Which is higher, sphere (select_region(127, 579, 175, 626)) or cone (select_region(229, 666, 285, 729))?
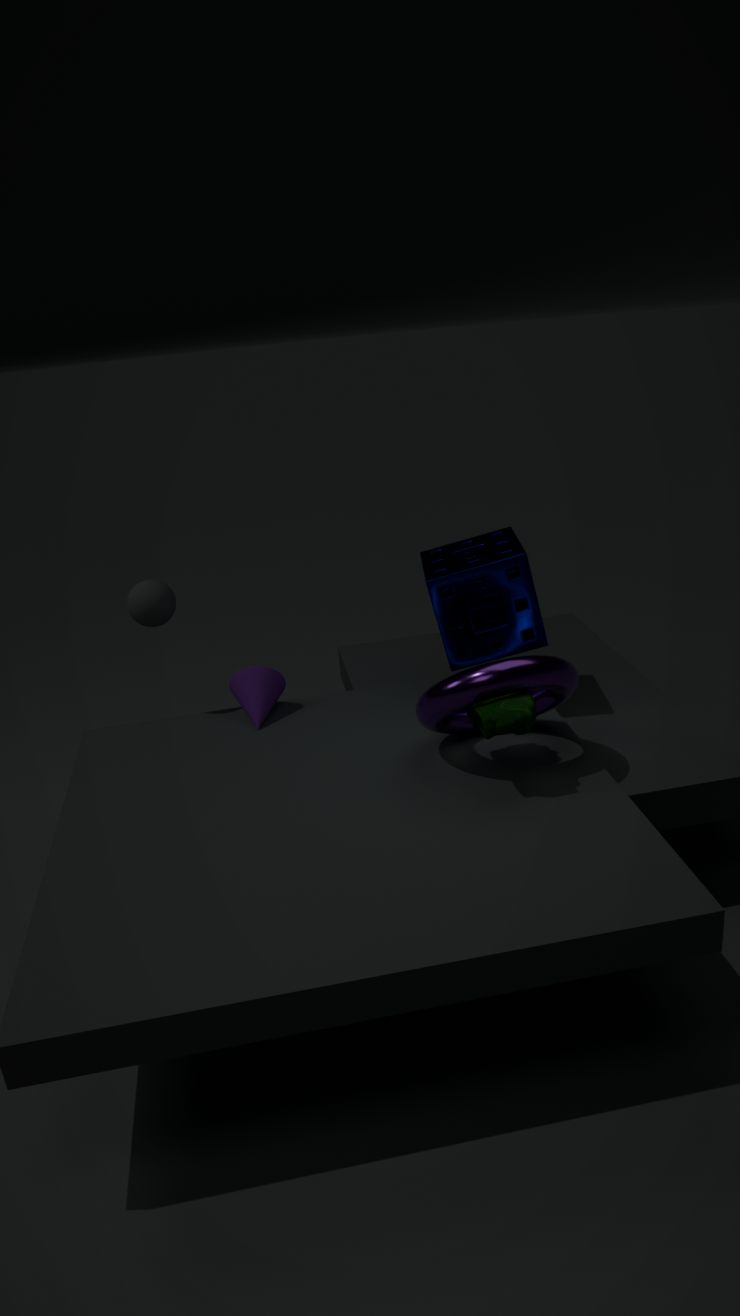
sphere (select_region(127, 579, 175, 626))
